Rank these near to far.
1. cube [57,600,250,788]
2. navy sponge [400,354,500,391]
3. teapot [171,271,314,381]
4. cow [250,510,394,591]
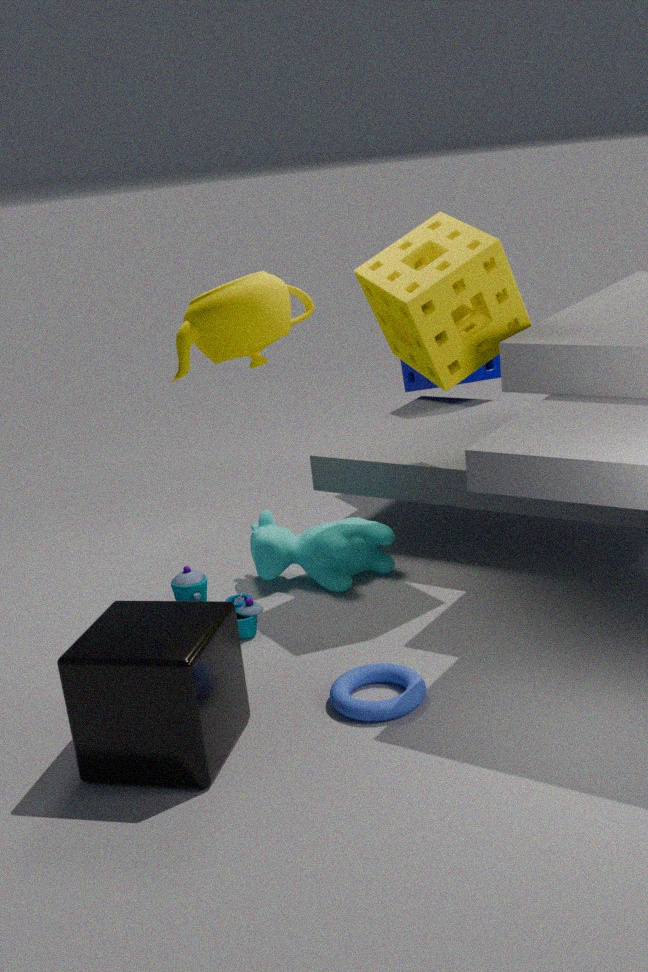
cube [57,600,250,788] → teapot [171,271,314,381] → cow [250,510,394,591] → navy sponge [400,354,500,391]
